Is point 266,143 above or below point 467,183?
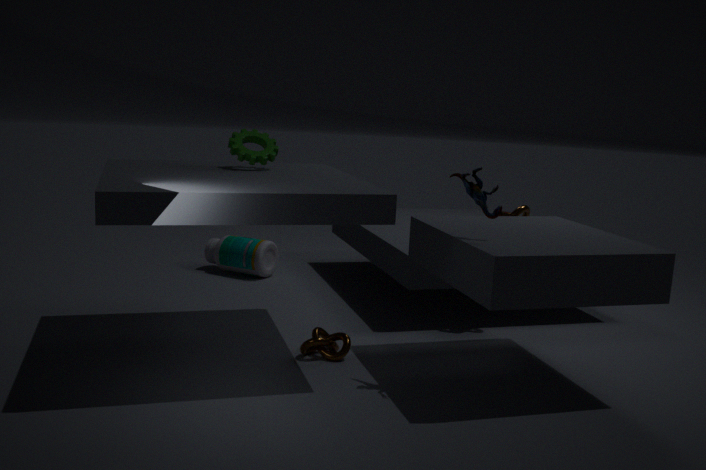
above
